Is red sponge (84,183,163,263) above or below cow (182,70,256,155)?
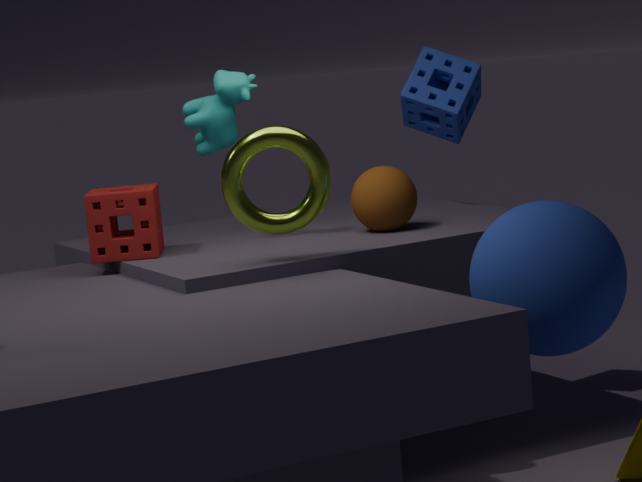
below
